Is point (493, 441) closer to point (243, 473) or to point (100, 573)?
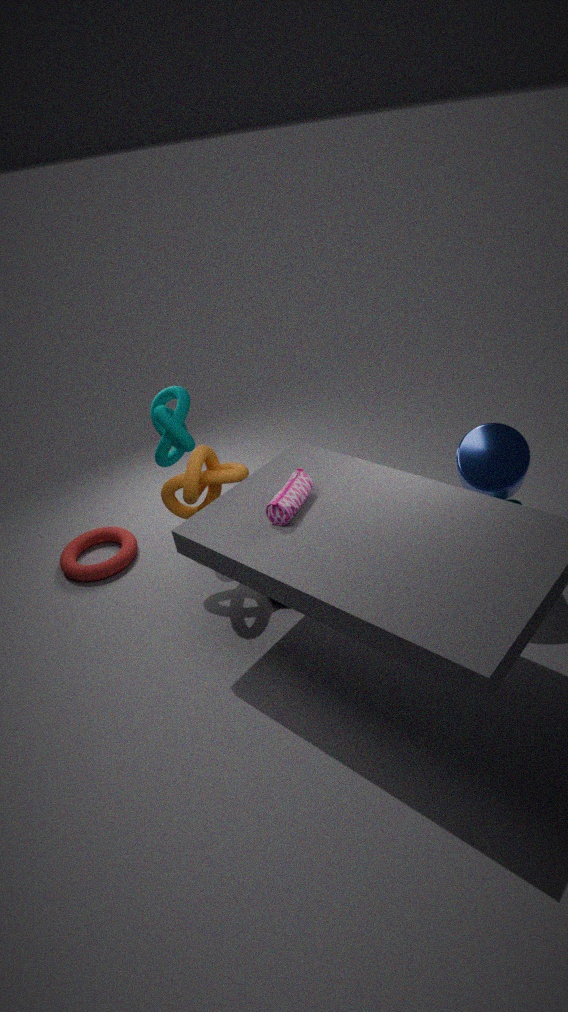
point (243, 473)
